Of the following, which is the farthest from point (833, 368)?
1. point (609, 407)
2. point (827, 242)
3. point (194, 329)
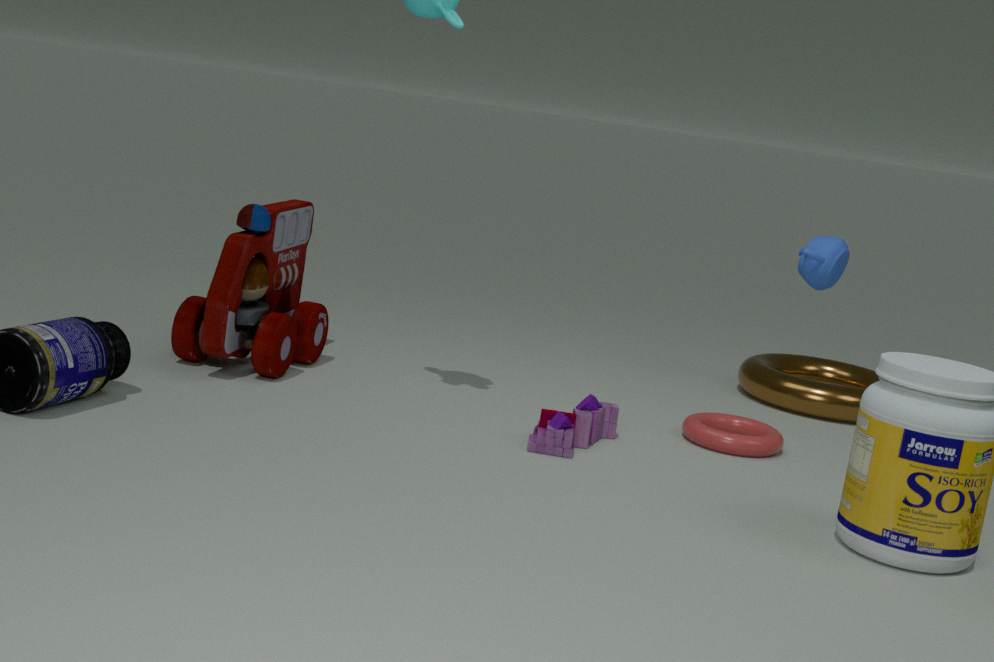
point (194, 329)
